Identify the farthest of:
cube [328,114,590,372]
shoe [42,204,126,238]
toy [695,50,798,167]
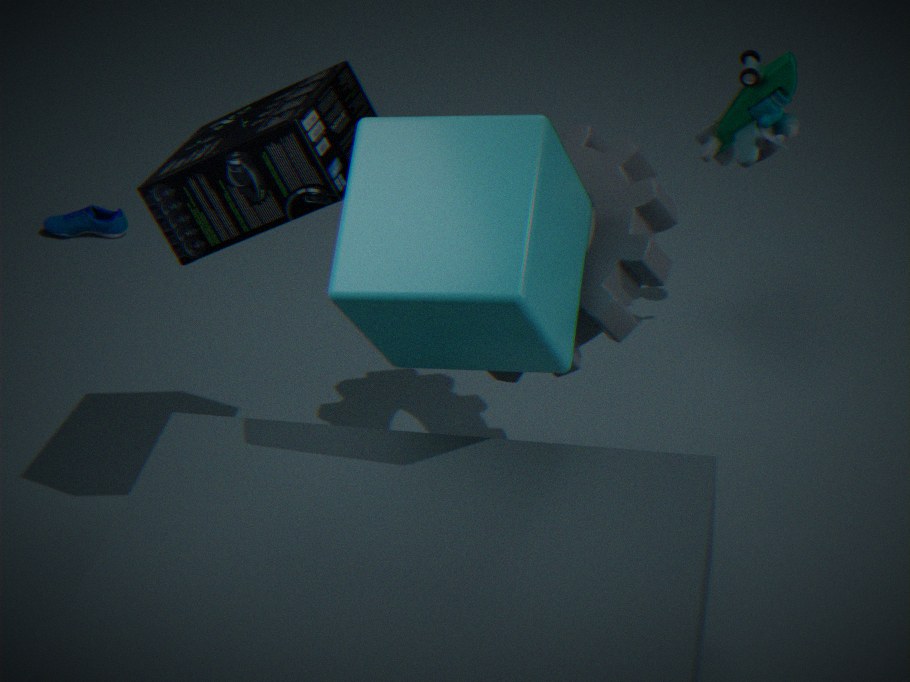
shoe [42,204,126,238]
